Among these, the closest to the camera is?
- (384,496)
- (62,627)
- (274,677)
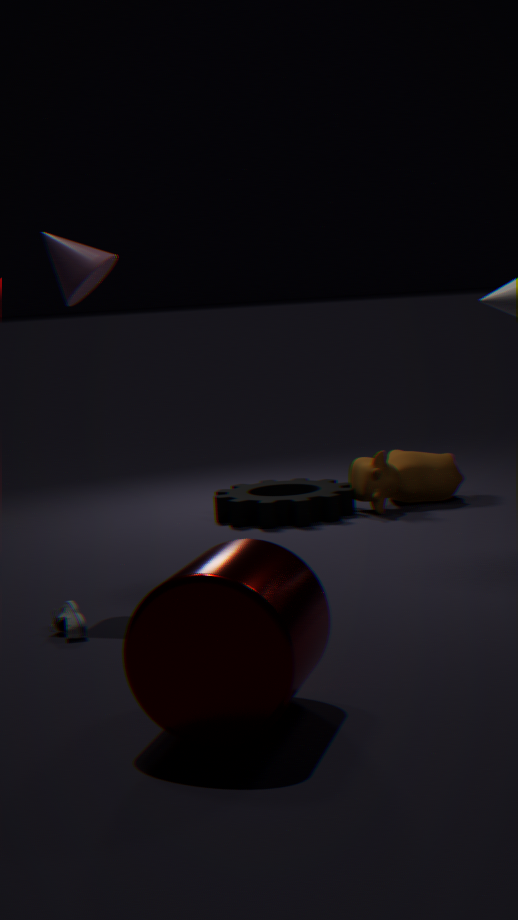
(274,677)
